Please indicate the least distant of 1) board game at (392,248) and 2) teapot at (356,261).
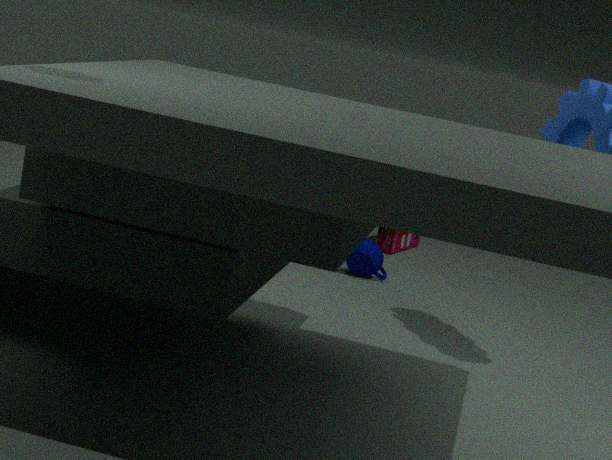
2. teapot at (356,261)
